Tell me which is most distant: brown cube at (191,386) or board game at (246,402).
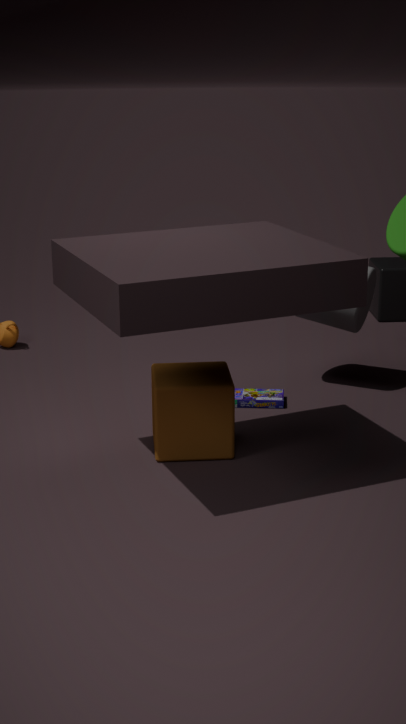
board game at (246,402)
